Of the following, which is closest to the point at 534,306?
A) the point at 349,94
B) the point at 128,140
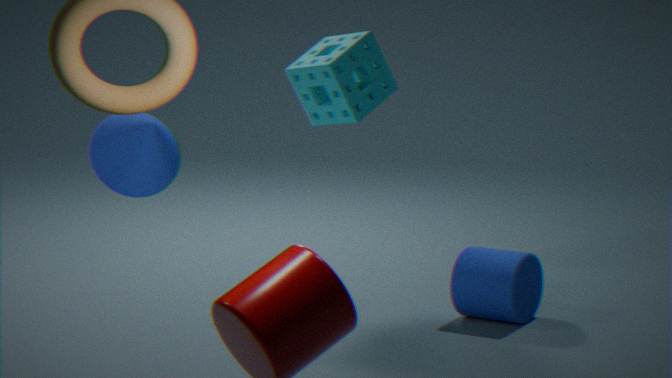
the point at 349,94
